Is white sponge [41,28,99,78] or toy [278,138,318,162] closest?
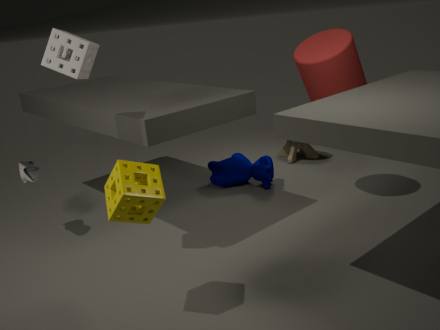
white sponge [41,28,99,78]
